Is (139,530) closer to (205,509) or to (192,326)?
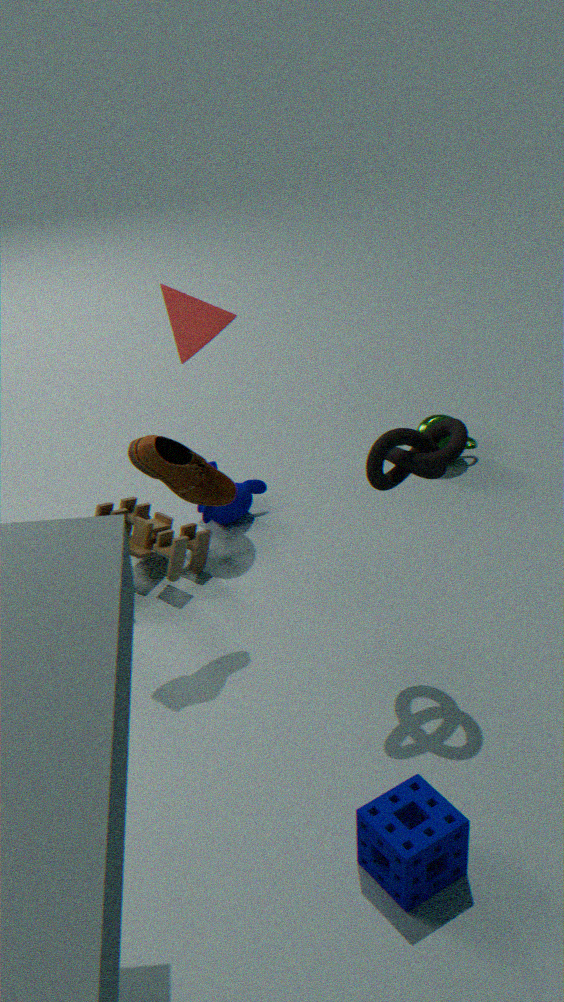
(205,509)
